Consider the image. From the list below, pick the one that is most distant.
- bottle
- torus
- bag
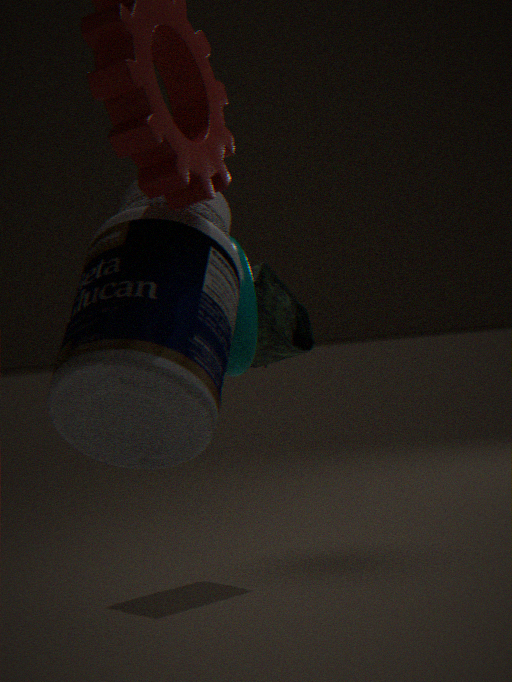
bag
